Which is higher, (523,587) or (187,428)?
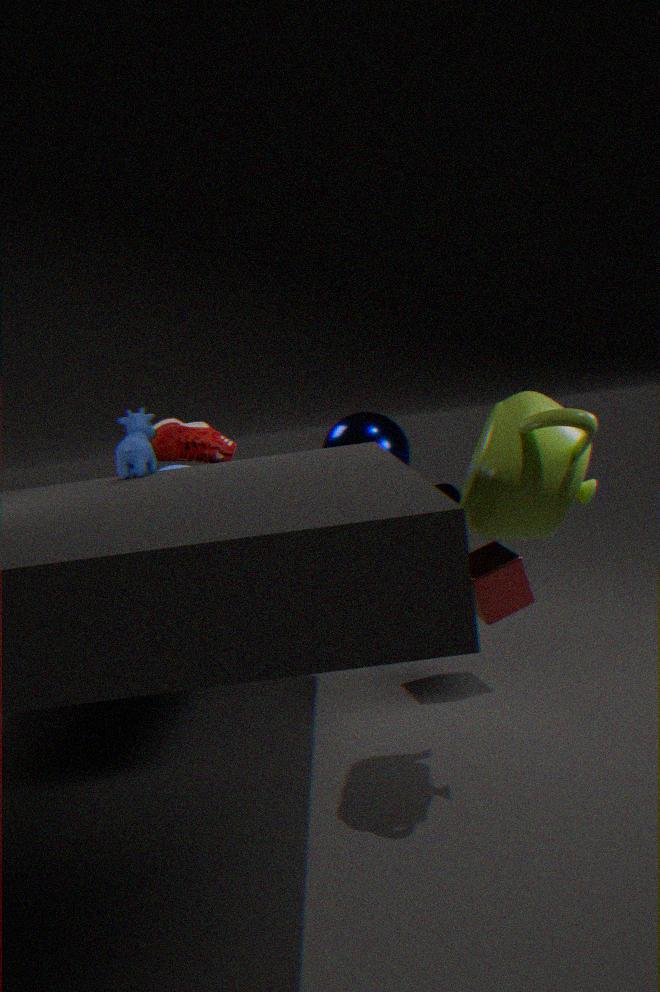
(187,428)
